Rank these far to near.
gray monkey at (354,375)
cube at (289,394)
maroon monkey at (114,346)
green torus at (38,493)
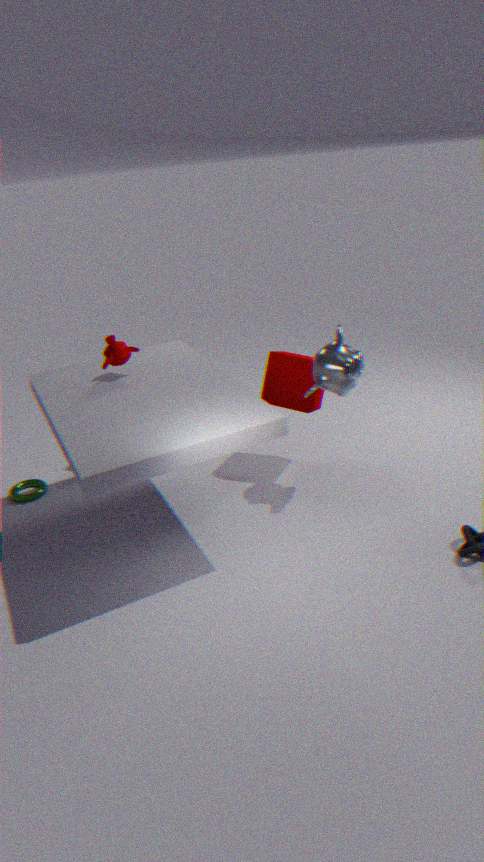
green torus at (38,493) → cube at (289,394) → maroon monkey at (114,346) → gray monkey at (354,375)
